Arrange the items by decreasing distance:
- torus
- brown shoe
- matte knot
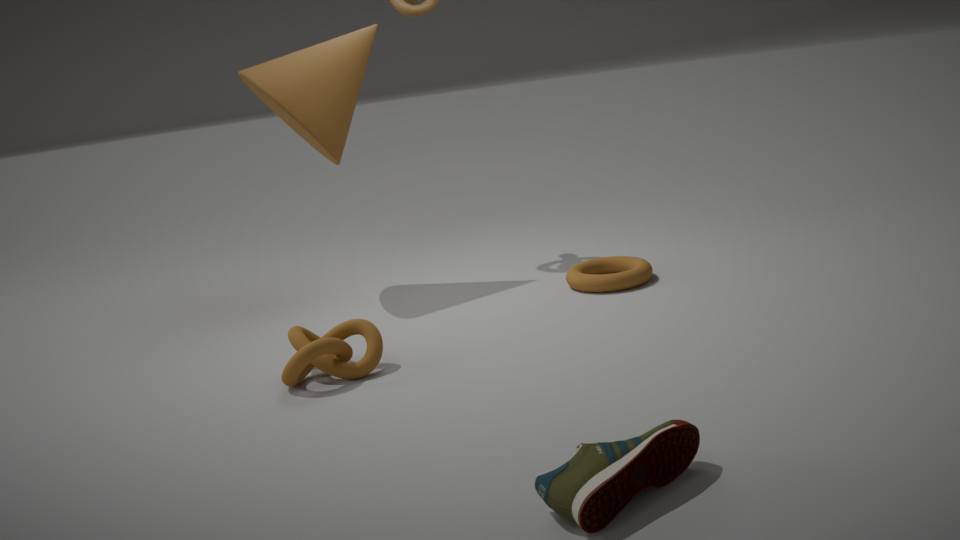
torus < matte knot < brown shoe
